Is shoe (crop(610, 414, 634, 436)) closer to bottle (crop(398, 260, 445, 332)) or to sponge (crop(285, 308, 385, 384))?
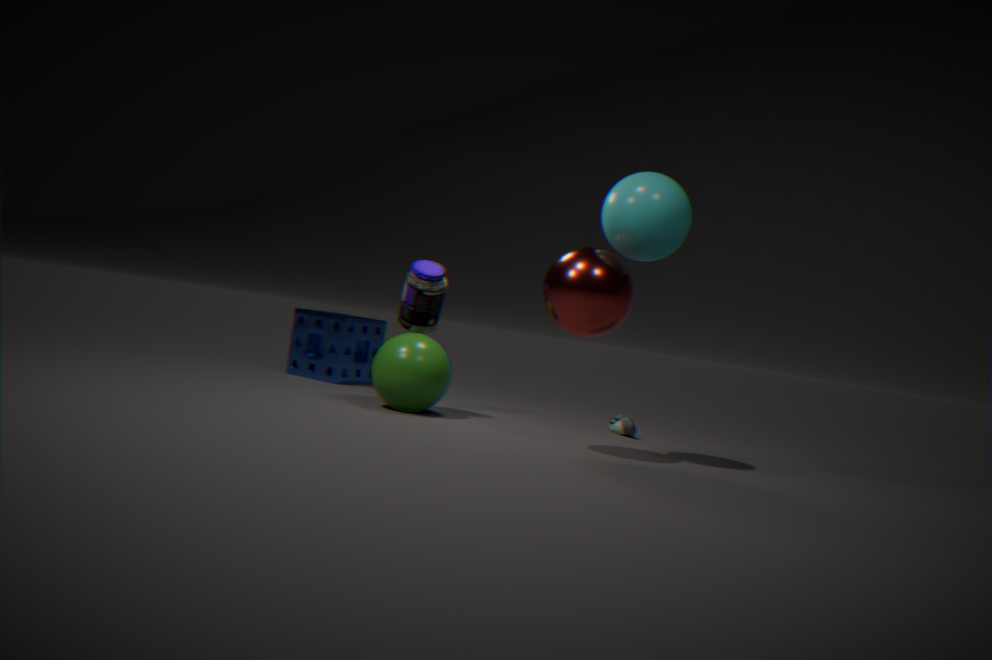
bottle (crop(398, 260, 445, 332))
